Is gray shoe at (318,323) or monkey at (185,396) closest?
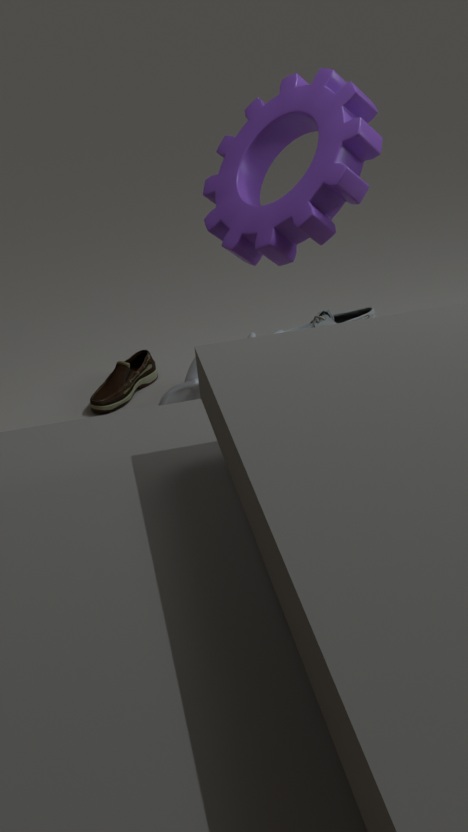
monkey at (185,396)
